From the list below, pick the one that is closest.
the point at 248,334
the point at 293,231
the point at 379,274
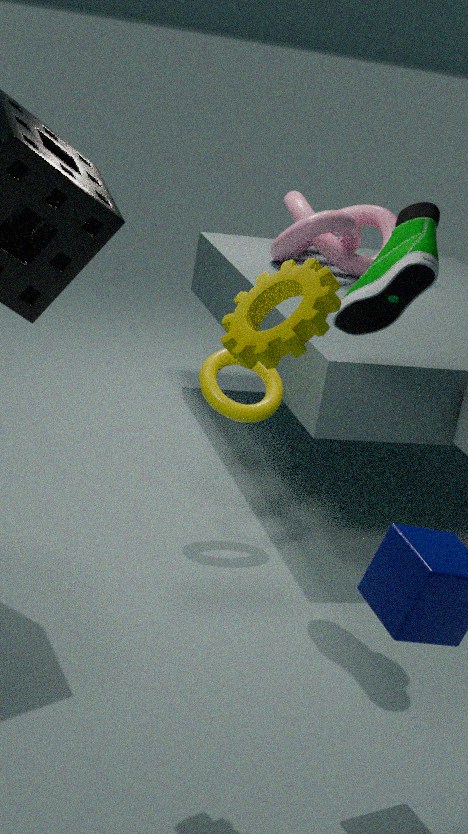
the point at 248,334
